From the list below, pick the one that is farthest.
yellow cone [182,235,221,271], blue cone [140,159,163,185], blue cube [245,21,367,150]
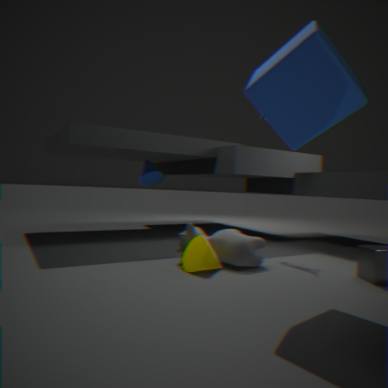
blue cone [140,159,163,185]
